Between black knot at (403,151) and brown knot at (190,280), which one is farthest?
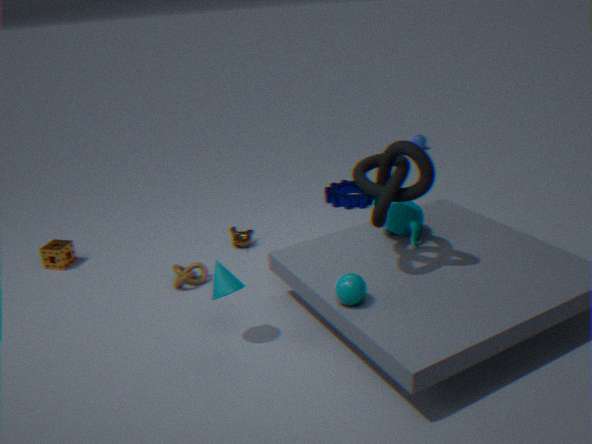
brown knot at (190,280)
